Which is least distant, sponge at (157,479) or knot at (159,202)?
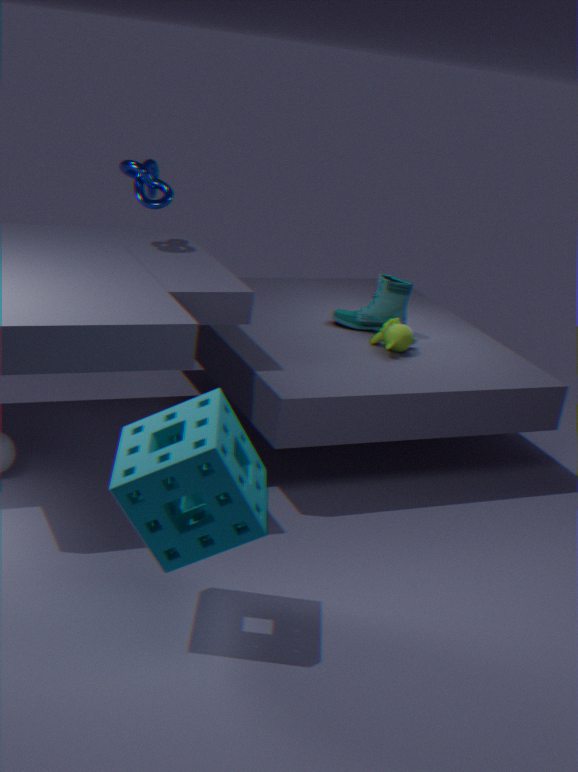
sponge at (157,479)
